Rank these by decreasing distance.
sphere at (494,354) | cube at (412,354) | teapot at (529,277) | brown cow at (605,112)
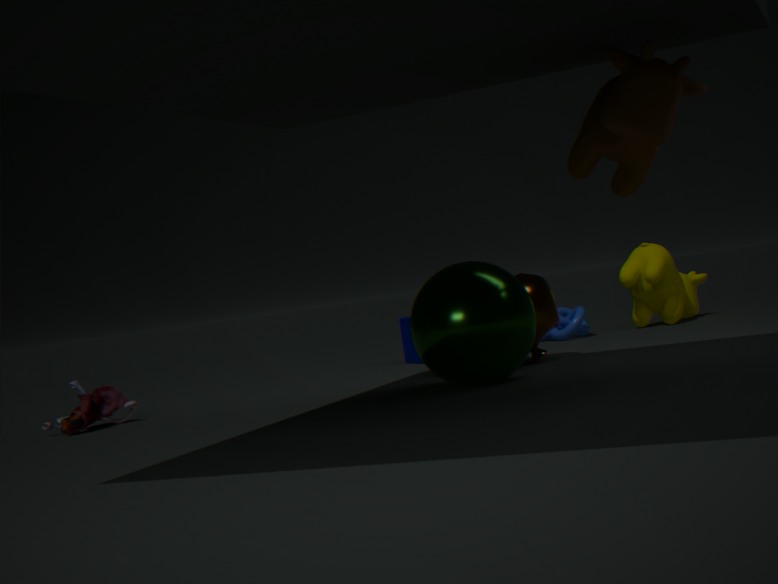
cube at (412,354)
teapot at (529,277)
sphere at (494,354)
brown cow at (605,112)
